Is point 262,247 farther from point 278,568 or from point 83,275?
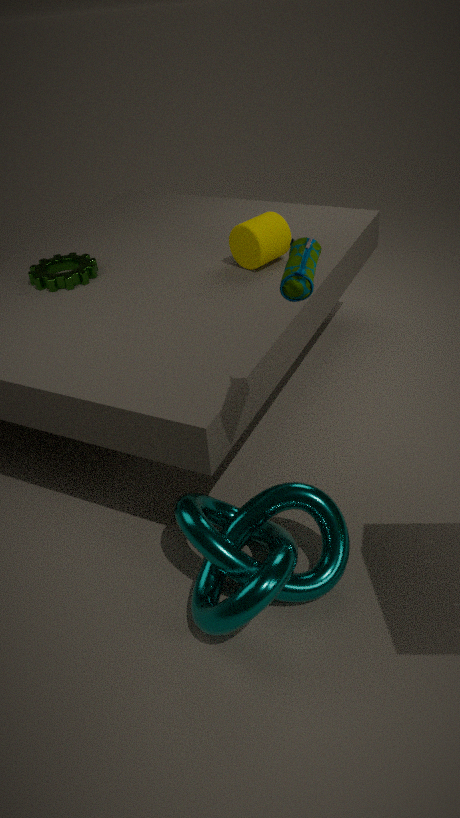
point 278,568
